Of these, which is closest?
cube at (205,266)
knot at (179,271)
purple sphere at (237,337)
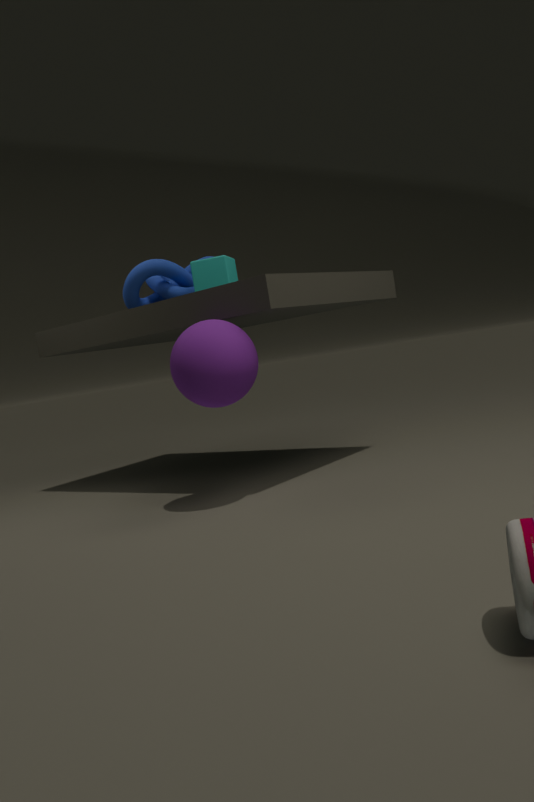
purple sphere at (237,337)
